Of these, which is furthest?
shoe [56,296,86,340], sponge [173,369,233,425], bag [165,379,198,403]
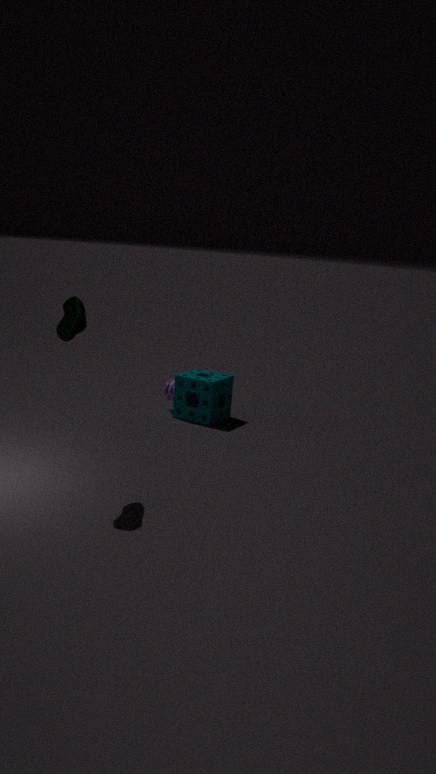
bag [165,379,198,403]
